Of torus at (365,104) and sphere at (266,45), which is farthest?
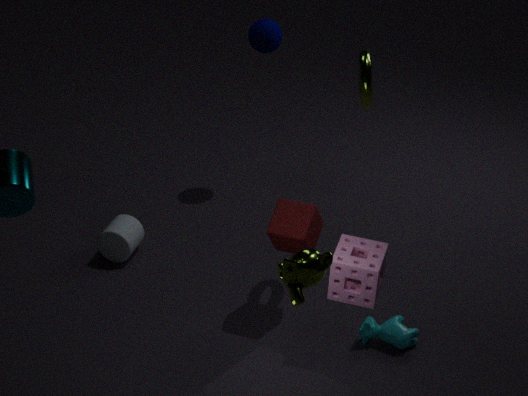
sphere at (266,45)
